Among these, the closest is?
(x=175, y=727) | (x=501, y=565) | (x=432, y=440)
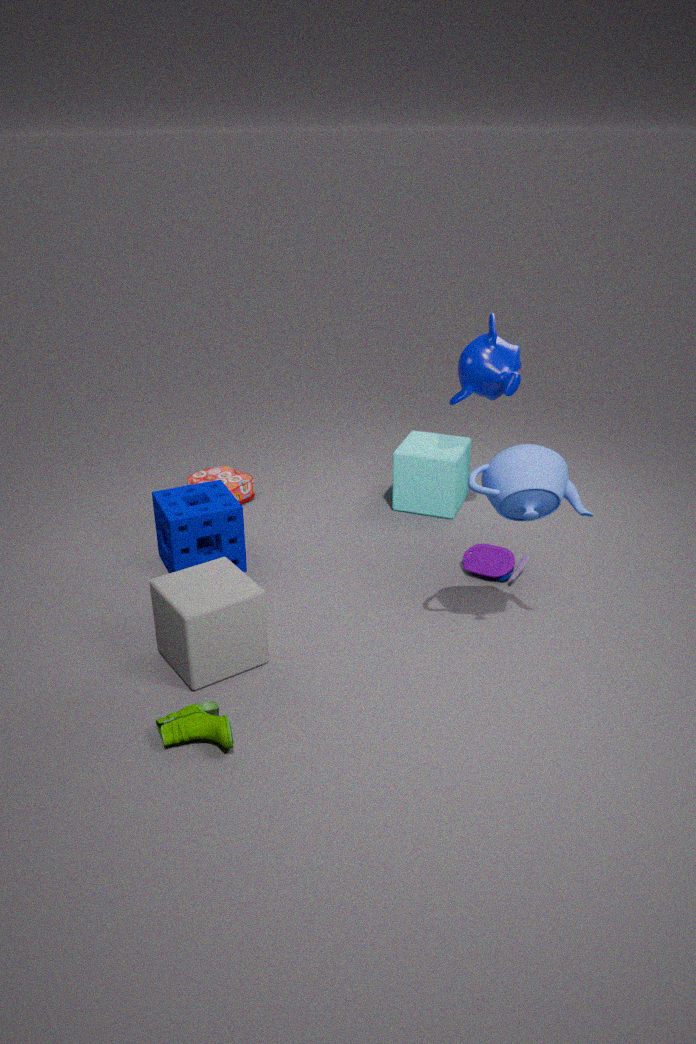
(x=175, y=727)
